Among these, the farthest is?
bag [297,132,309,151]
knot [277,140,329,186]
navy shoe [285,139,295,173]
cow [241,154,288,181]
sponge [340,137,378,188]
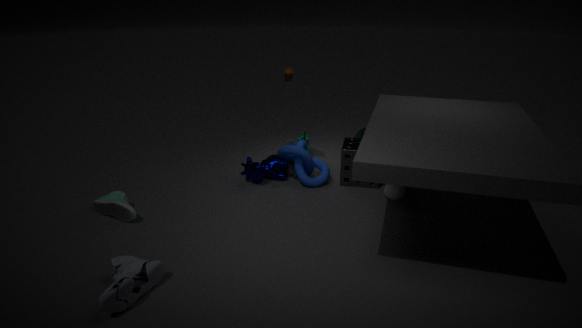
bag [297,132,309,151]
